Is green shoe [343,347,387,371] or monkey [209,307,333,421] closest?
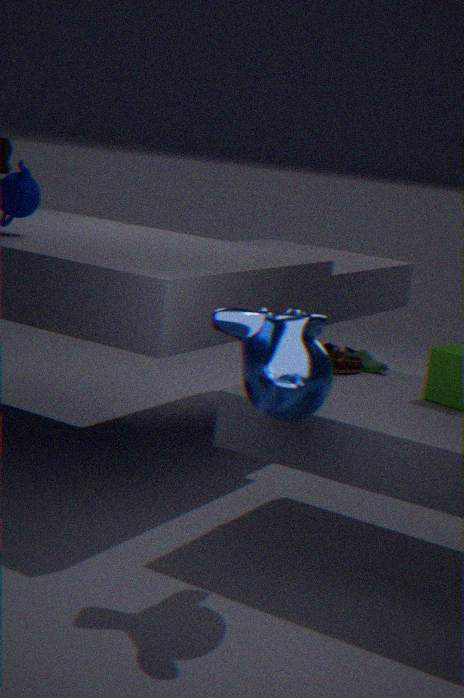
monkey [209,307,333,421]
